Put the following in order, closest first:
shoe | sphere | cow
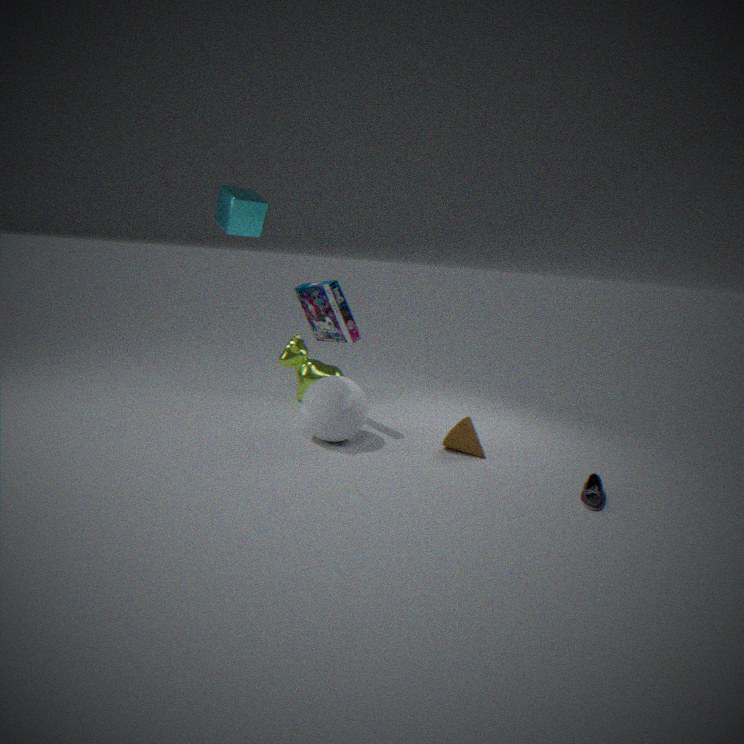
shoe, sphere, cow
